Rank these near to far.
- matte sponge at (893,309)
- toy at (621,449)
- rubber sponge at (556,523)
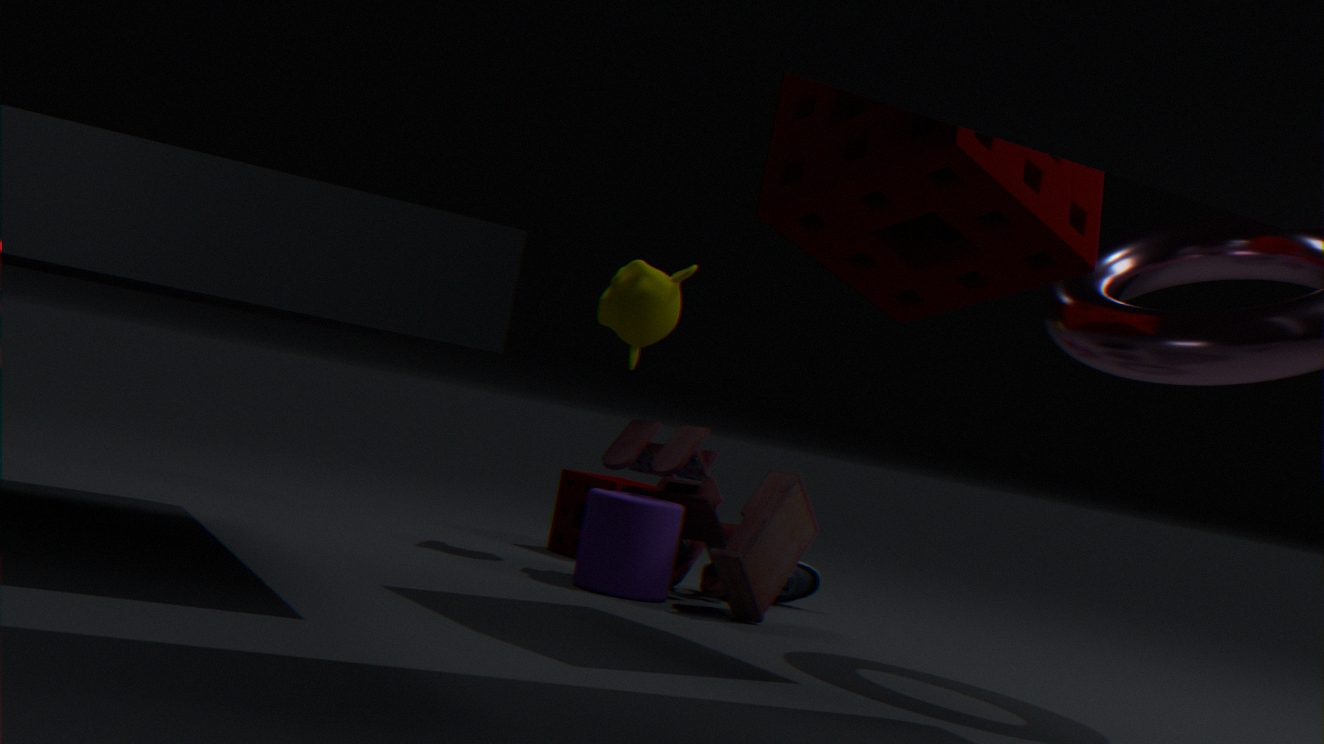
matte sponge at (893,309)
toy at (621,449)
rubber sponge at (556,523)
